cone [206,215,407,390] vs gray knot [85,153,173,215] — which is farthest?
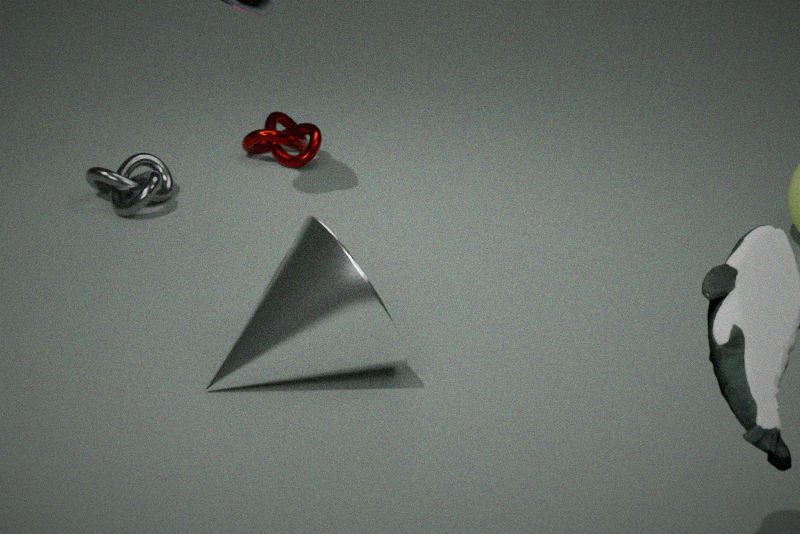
gray knot [85,153,173,215]
